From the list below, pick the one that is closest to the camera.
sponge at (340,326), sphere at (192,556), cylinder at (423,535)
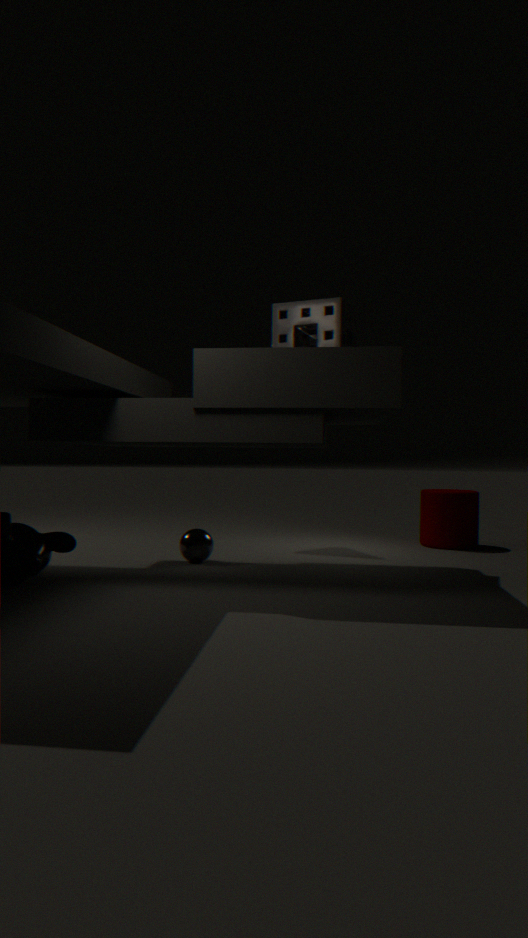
sponge at (340,326)
